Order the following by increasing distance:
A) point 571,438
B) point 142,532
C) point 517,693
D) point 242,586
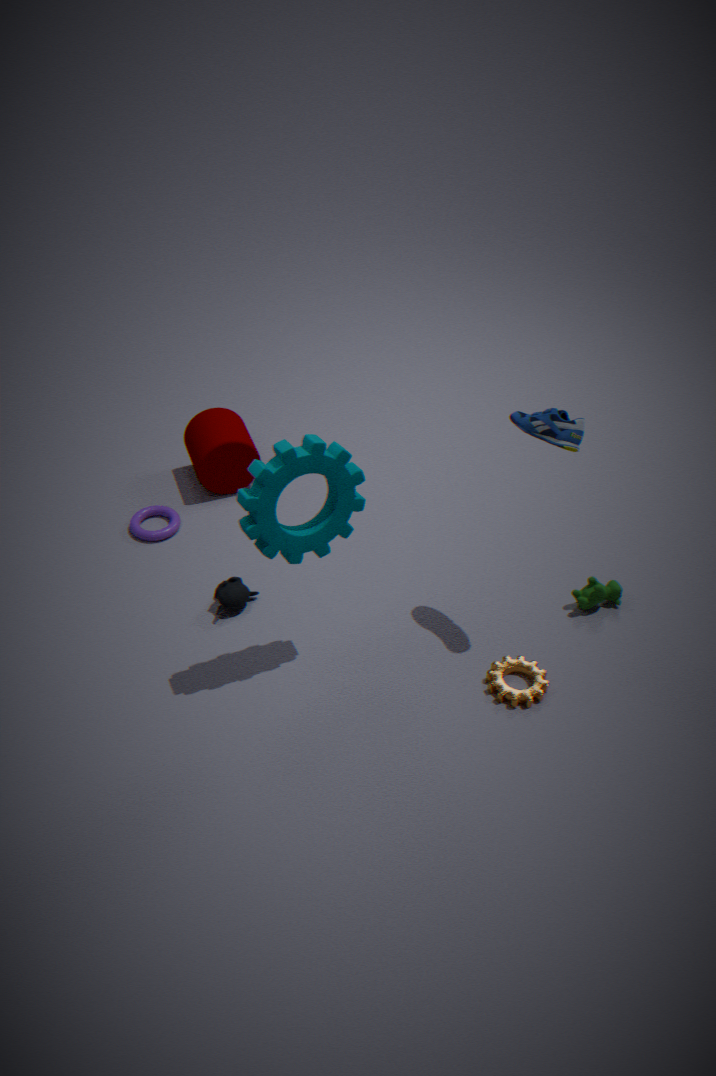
point 571,438, point 517,693, point 242,586, point 142,532
